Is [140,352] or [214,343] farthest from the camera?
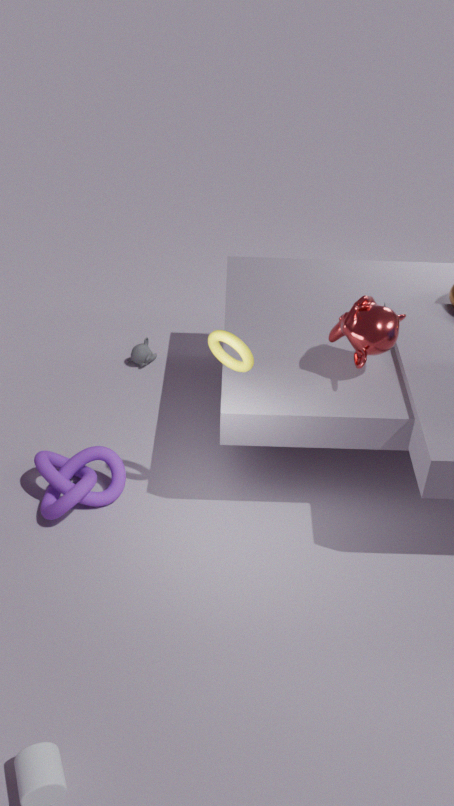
[140,352]
